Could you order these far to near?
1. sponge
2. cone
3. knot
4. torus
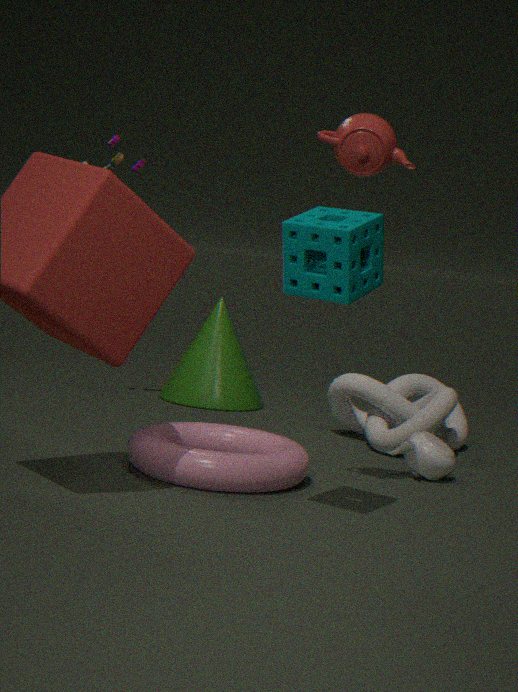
cone, knot, torus, sponge
